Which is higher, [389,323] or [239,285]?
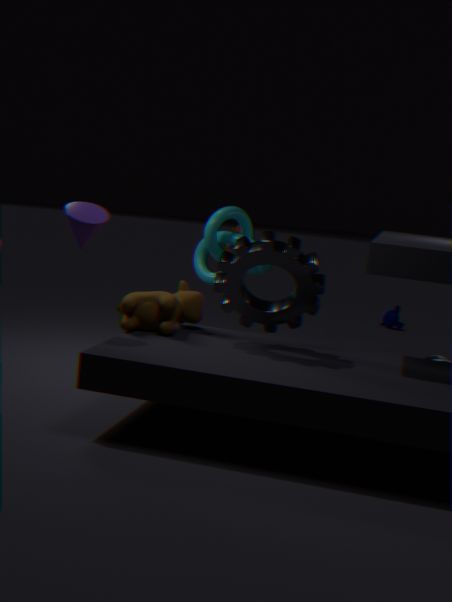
[239,285]
